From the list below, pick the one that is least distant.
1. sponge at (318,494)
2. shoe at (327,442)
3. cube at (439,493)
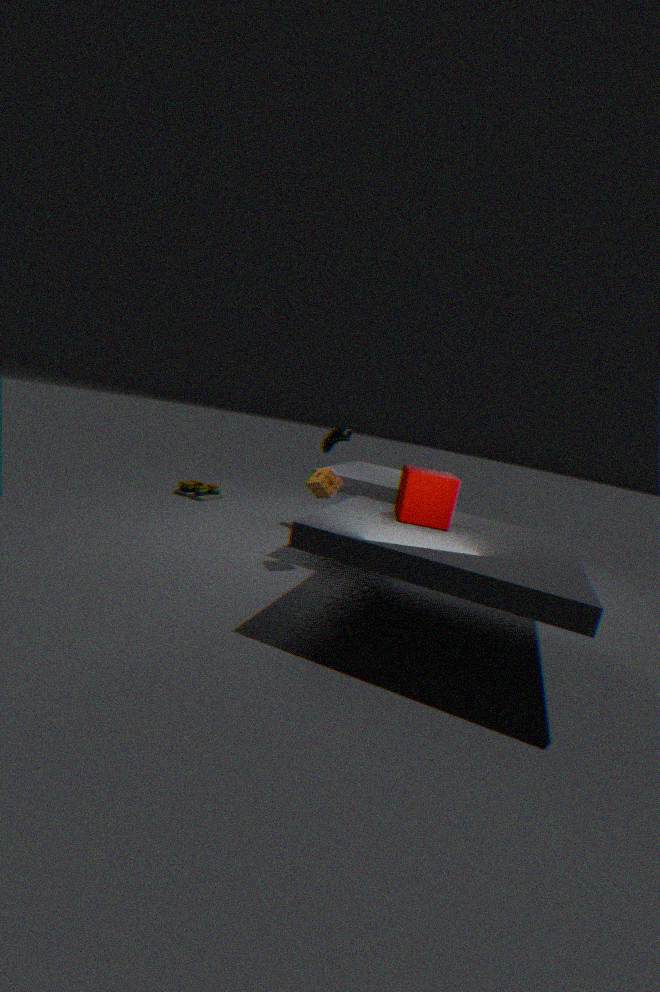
cube at (439,493)
